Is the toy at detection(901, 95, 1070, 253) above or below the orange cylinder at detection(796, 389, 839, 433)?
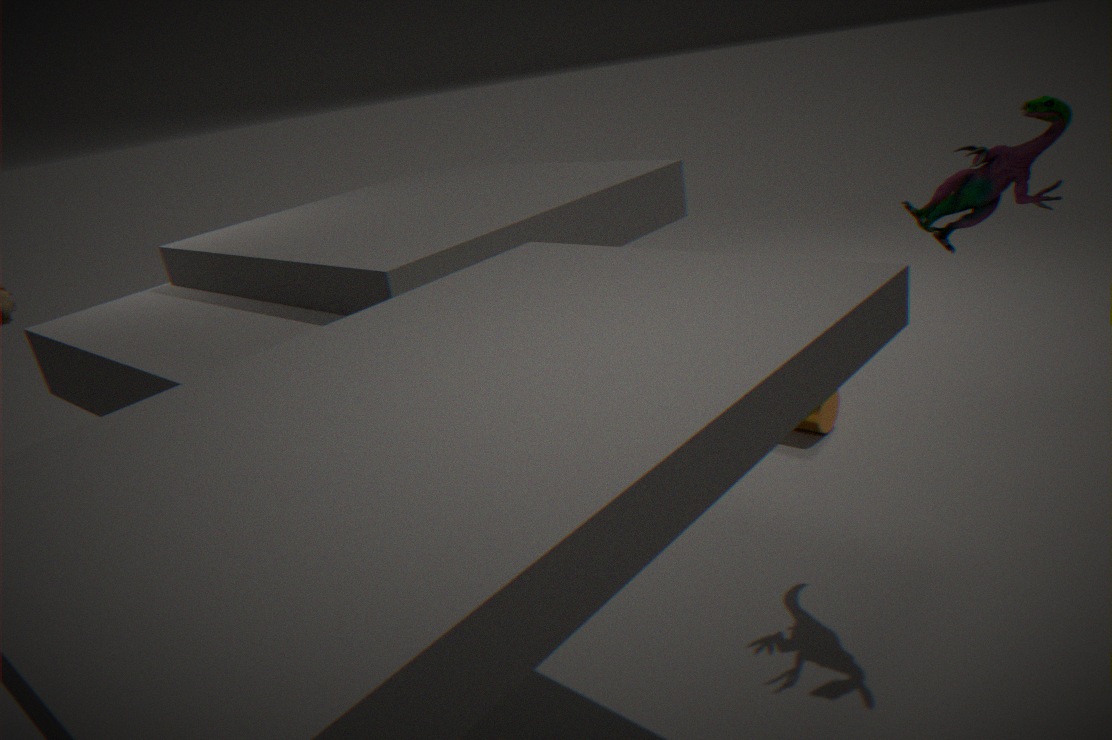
above
